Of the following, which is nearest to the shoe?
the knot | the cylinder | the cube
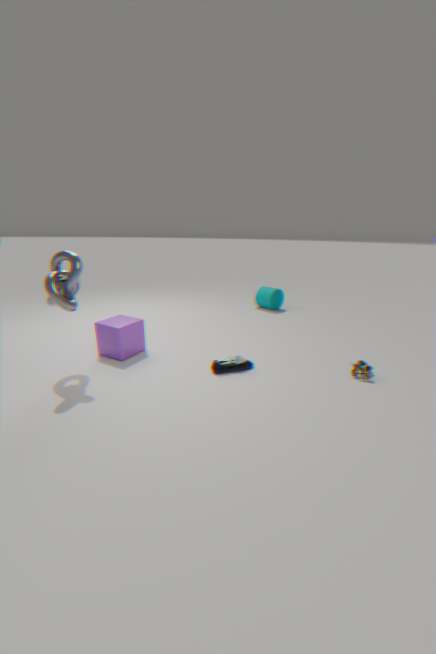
the cube
